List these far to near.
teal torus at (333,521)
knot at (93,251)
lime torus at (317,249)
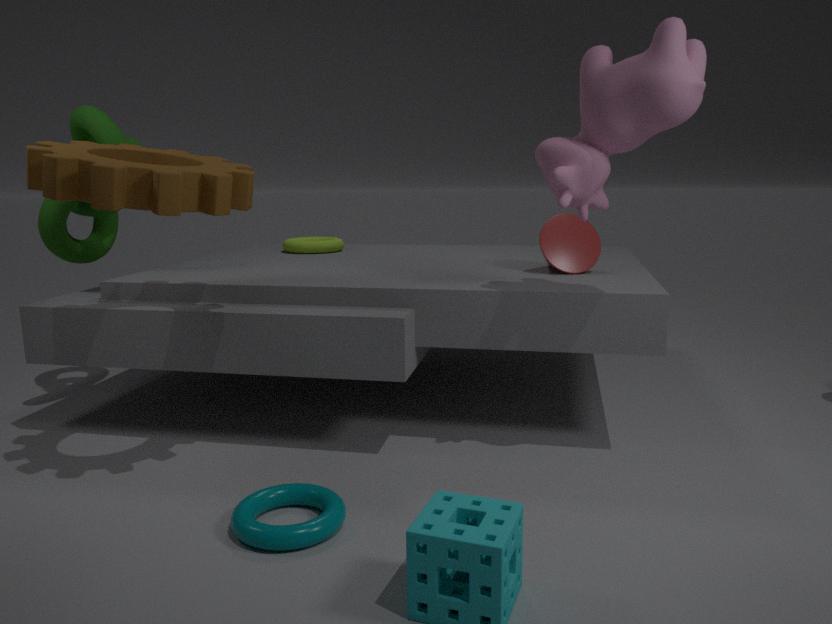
1. lime torus at (317,249)
2. knot at (93,251)
3. teal torus at (333,521)
